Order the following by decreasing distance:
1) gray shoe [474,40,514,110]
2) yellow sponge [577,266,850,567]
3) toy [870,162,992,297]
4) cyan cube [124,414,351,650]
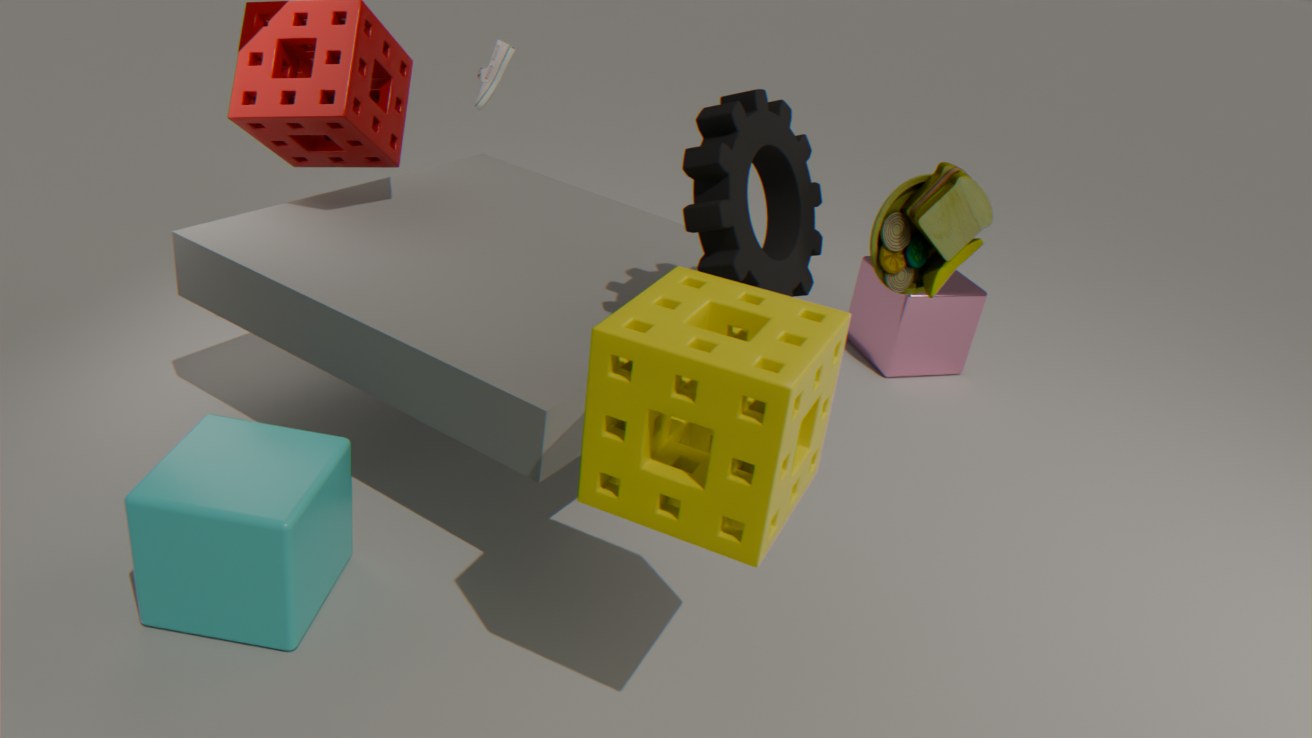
1. gray shoe [474,40,514,110] < 3. toy [870,162,992,297] < 4. cyan cube [124,414,351,650] < 2. yellow sponge [577,266,850,567]
